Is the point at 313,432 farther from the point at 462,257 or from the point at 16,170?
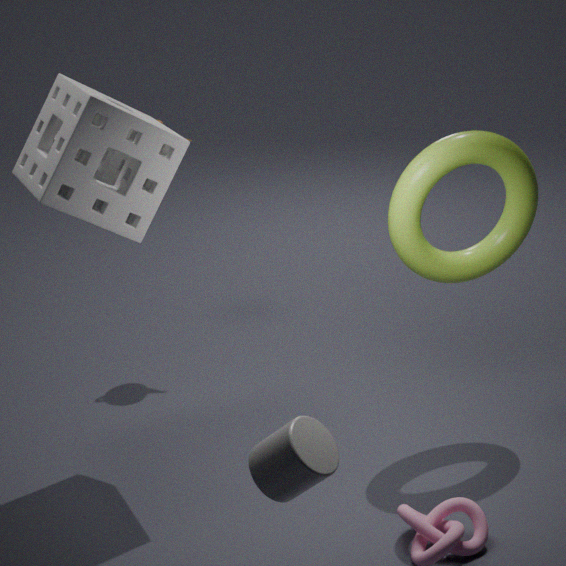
the point at 16,170
